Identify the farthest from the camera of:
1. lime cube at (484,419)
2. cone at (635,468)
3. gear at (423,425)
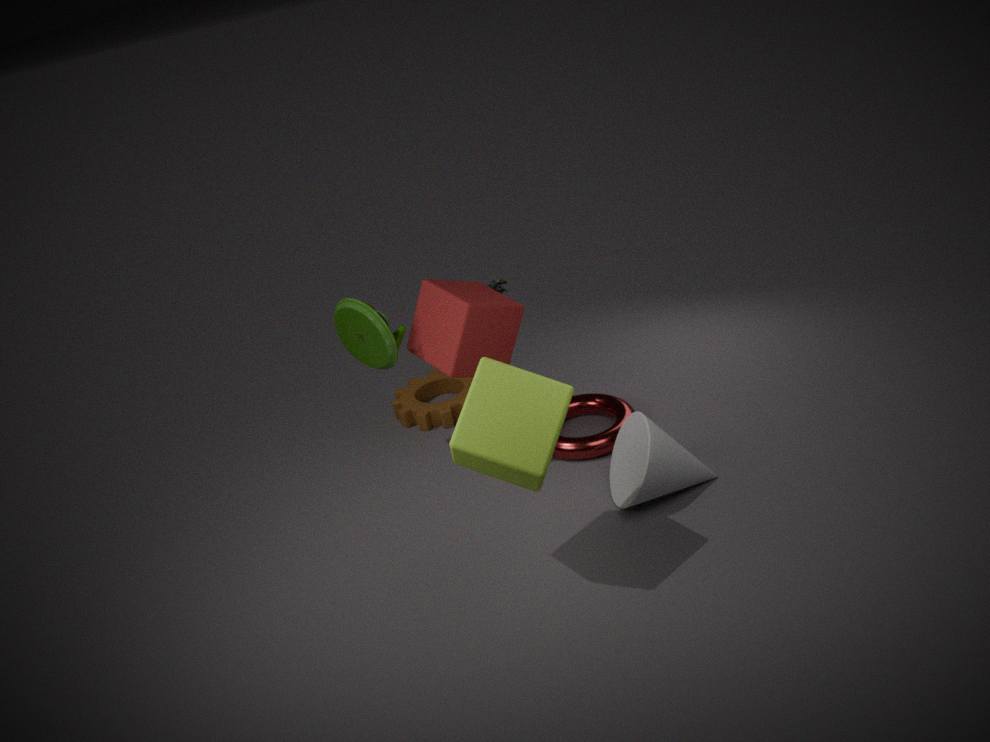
gear at (423,425)
